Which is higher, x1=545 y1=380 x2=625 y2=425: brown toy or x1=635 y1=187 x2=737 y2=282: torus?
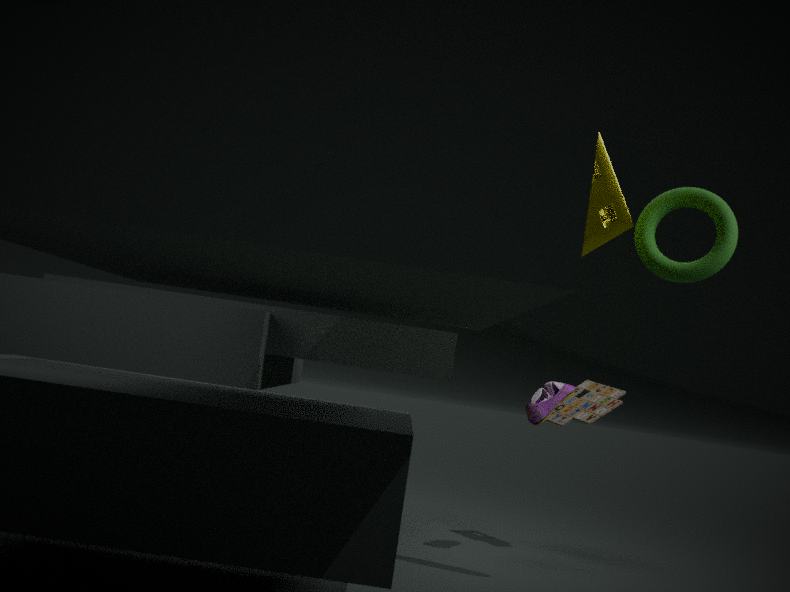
x1=635 y1=187 x2=737 y2=282: torus
